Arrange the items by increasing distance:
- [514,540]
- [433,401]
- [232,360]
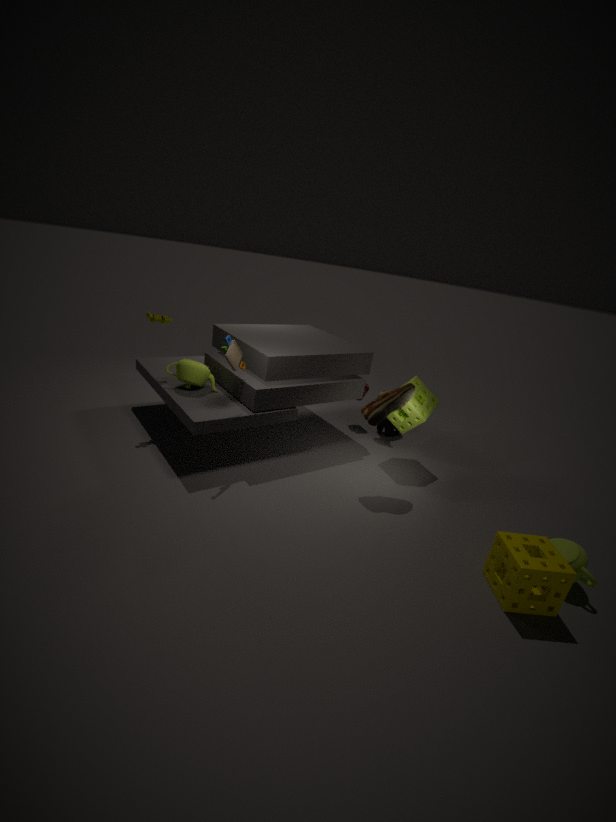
[514,540] < [232,360] < [433,401]
